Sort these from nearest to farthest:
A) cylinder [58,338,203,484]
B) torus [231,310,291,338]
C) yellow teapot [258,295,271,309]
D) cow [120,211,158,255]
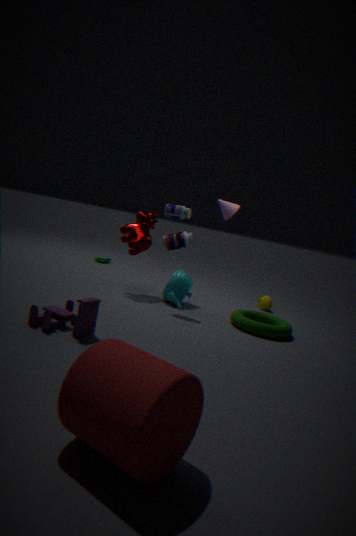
cylinder [58,338,203,484]
torus [231,310,291,338]
cow [120,211,158,255]
yellow teapot [258,295,271,309]
